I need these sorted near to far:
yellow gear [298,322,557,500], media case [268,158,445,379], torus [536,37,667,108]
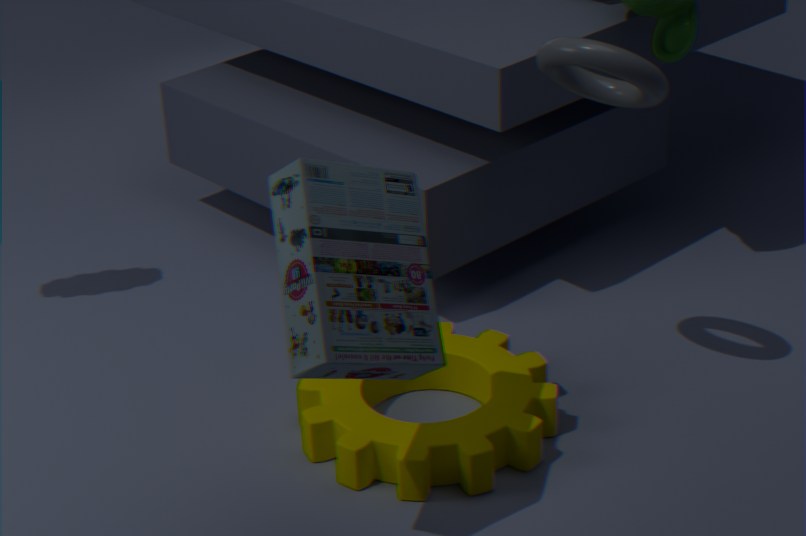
media case [268,158,445,379] → torus [536,37,667,108] → yellow gear [298,322,557,500]
